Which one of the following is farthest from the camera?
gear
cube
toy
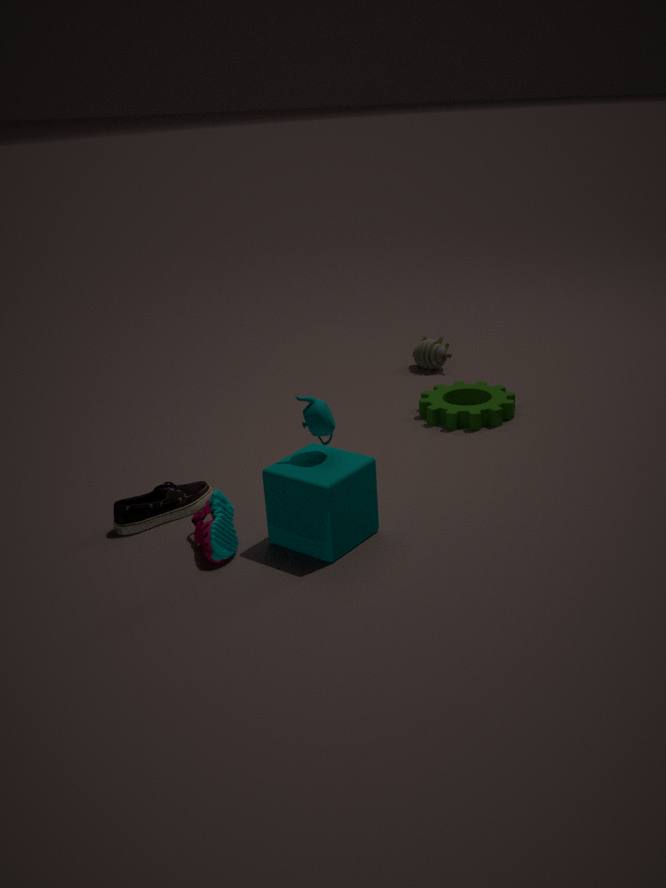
toy
